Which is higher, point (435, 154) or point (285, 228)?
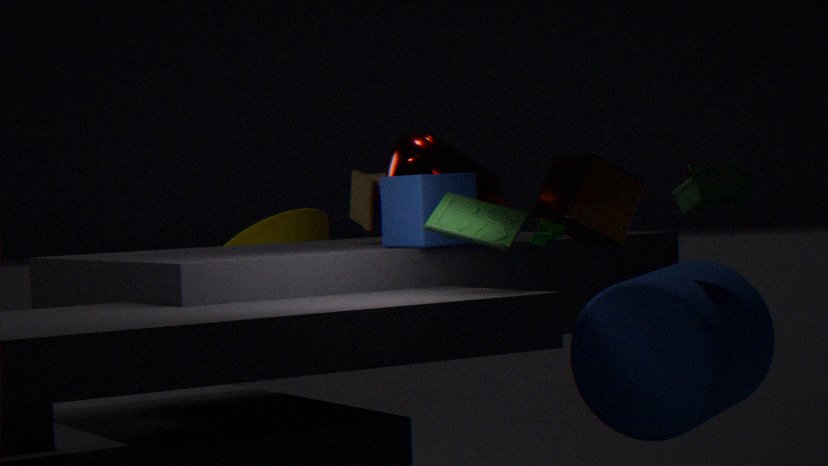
point (435, 154)
